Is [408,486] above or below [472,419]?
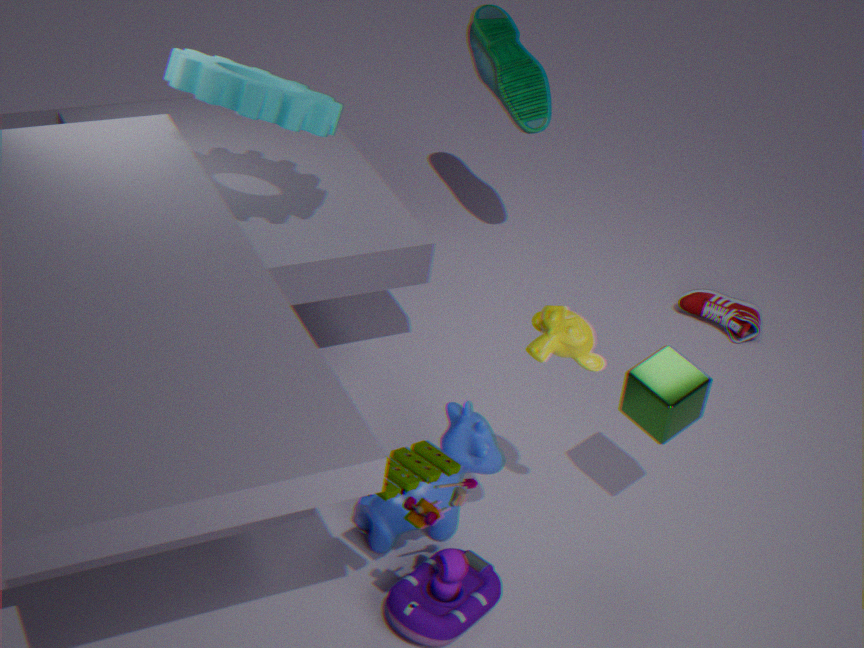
above
